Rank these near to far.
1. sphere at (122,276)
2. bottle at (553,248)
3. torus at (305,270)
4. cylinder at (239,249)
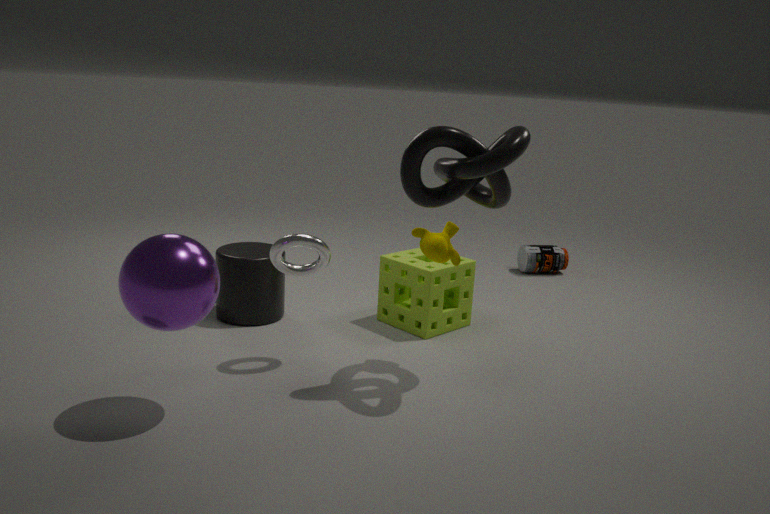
sphere at (122,276)
torus at (305,270)
cylinder at (239,249)
bottle at (553,248)
